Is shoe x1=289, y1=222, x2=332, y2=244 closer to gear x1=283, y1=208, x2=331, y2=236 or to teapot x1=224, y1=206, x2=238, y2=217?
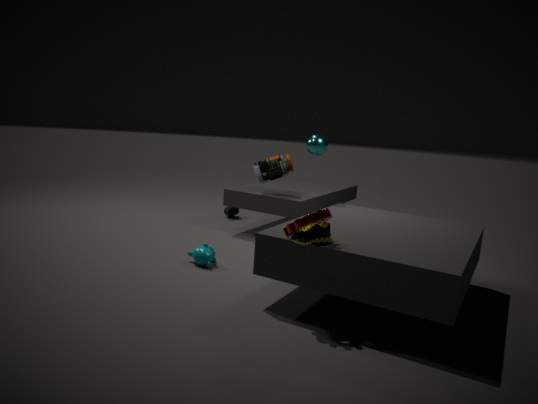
gear x1=283, y1=208, x2=331, y2=236
